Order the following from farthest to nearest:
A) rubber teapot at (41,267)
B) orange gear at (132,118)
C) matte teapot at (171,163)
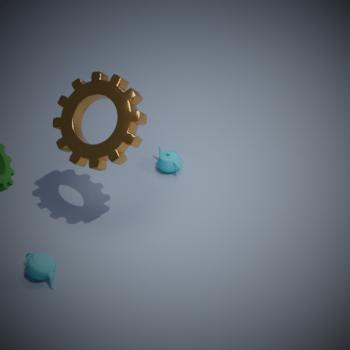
matte teapot at (171,163) → rubber teapot at (41,267) → orange gear at (132,118)
